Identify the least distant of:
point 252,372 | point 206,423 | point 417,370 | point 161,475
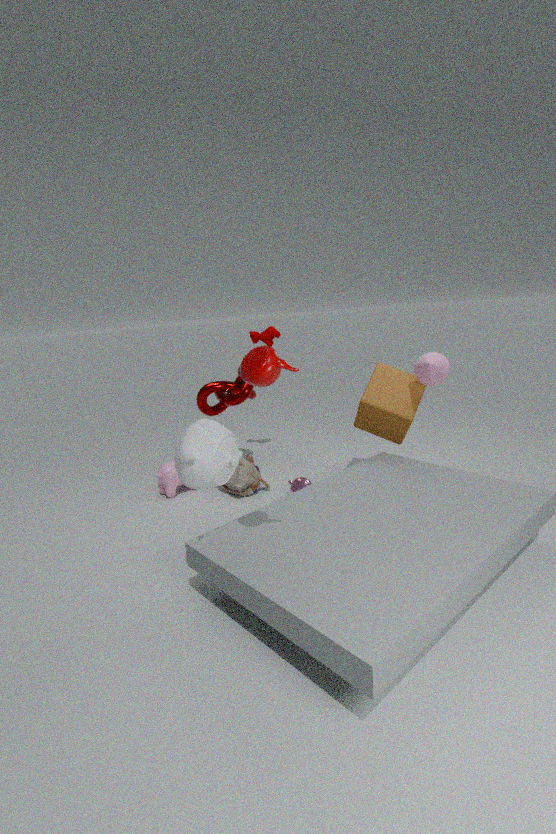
point 252,372
